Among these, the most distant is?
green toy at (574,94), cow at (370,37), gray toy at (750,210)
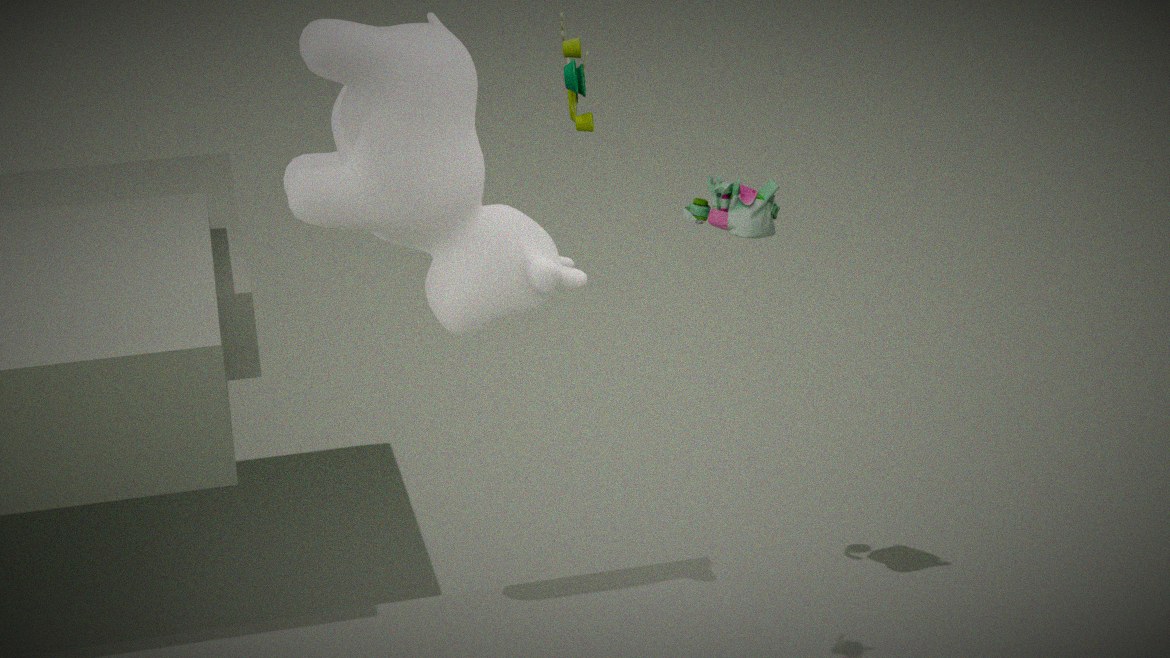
gray toy at (750,210)
